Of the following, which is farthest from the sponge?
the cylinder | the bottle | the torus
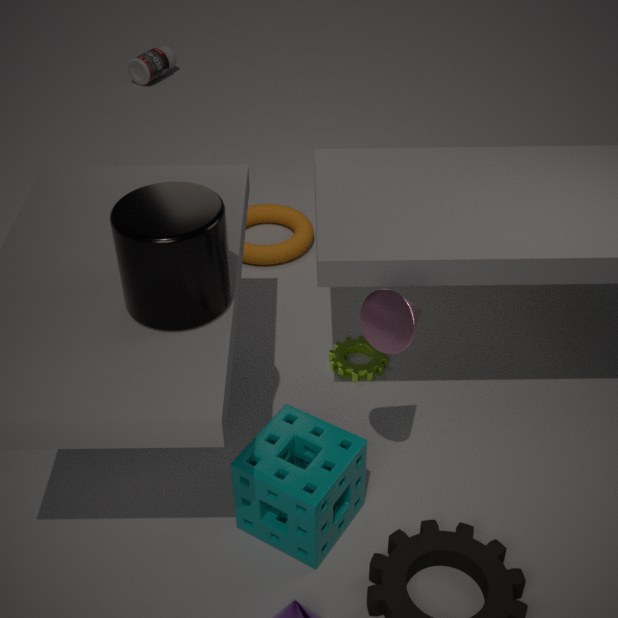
the bottle
